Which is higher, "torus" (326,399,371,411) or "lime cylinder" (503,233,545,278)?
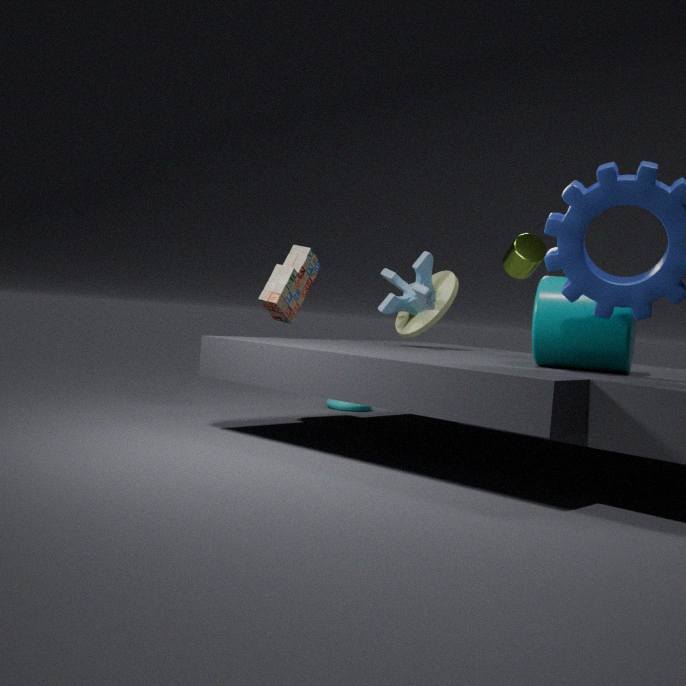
"lime cylinder" (503,233,545,278)
